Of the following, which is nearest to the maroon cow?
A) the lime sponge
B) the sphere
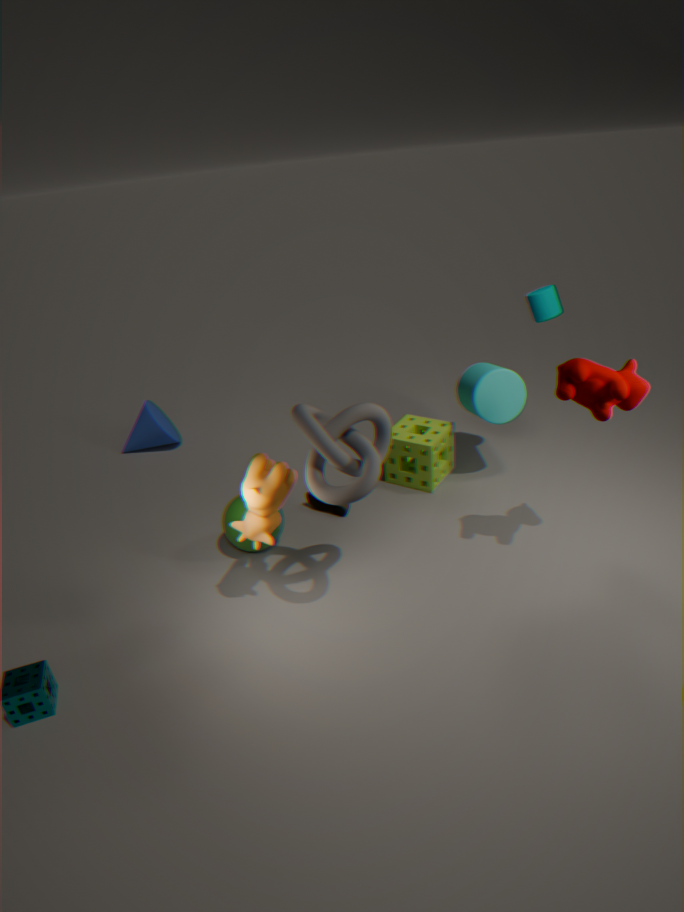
the lime sponge
